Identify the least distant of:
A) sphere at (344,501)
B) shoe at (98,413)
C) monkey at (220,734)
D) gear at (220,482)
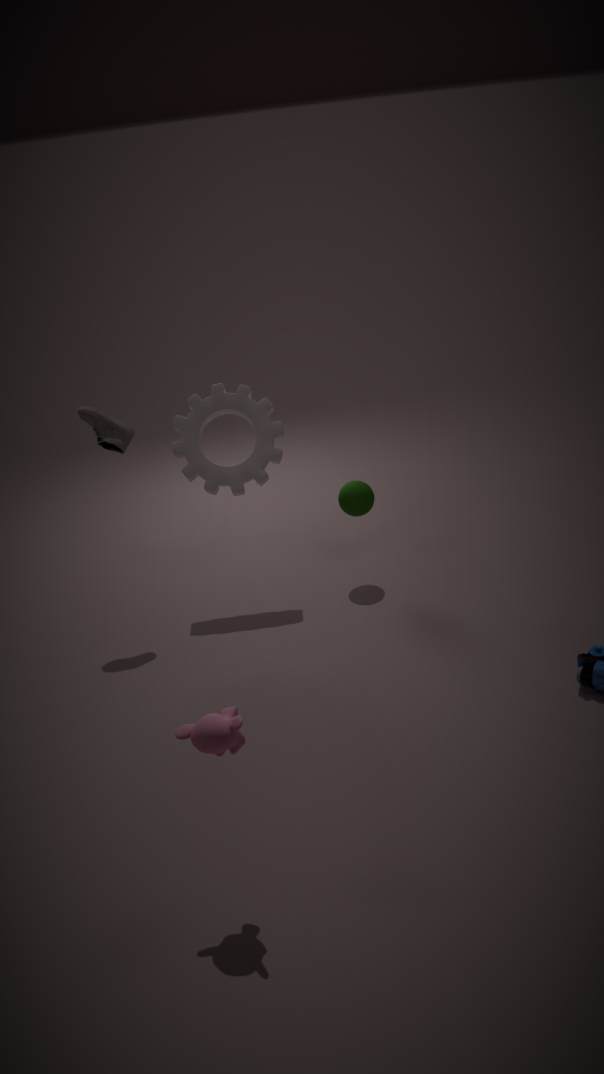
monkey at (220,734)
